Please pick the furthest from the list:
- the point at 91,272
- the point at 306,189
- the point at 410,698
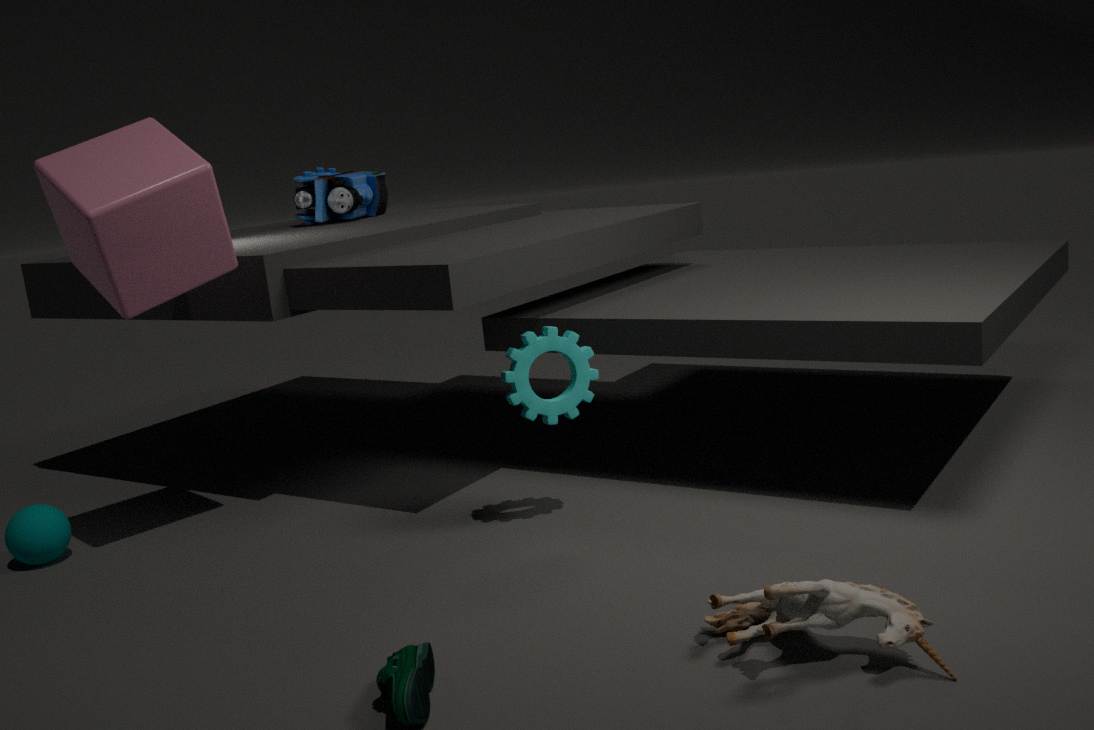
the point at 306,189
